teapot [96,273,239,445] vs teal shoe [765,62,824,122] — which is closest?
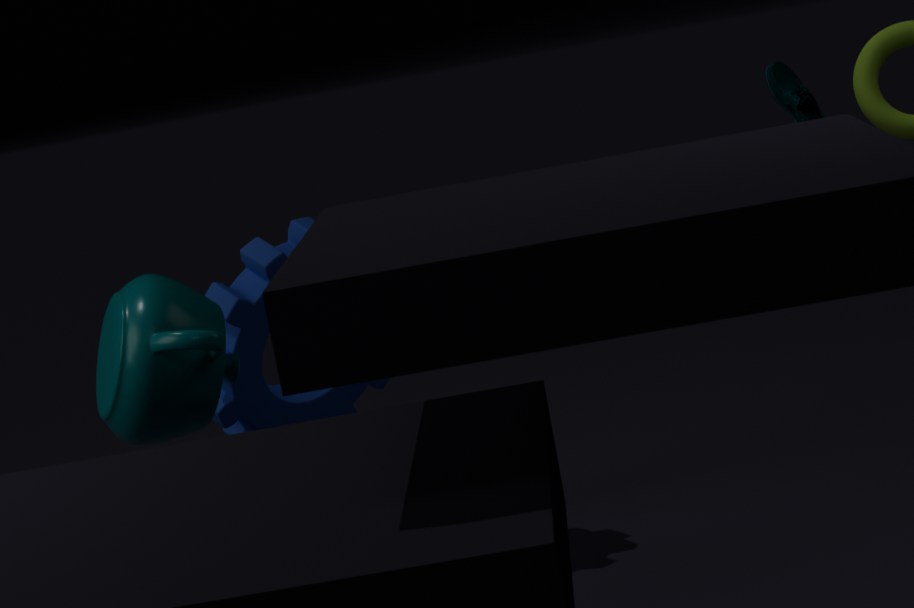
teapot [96,273,239,445]
